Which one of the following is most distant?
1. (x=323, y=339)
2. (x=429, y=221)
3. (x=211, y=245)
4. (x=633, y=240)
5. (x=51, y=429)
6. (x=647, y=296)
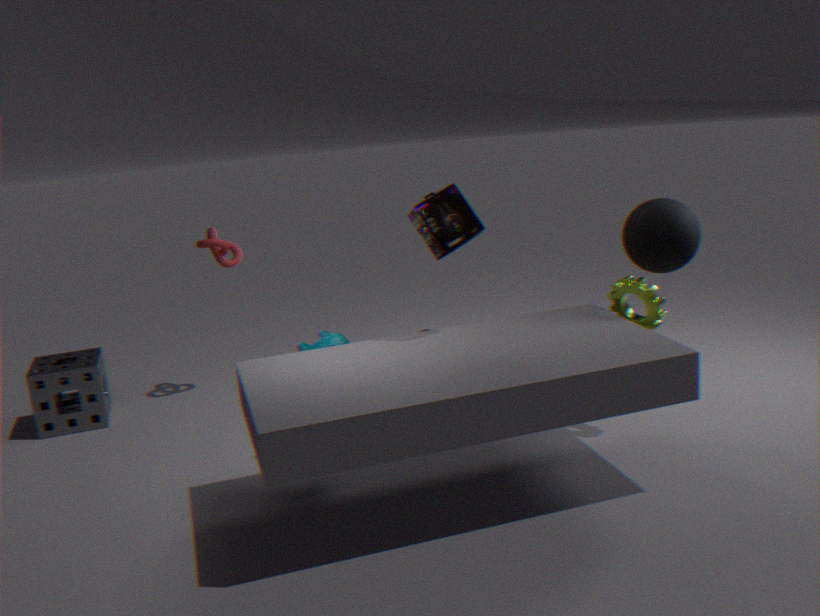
(x=211, y=245)
